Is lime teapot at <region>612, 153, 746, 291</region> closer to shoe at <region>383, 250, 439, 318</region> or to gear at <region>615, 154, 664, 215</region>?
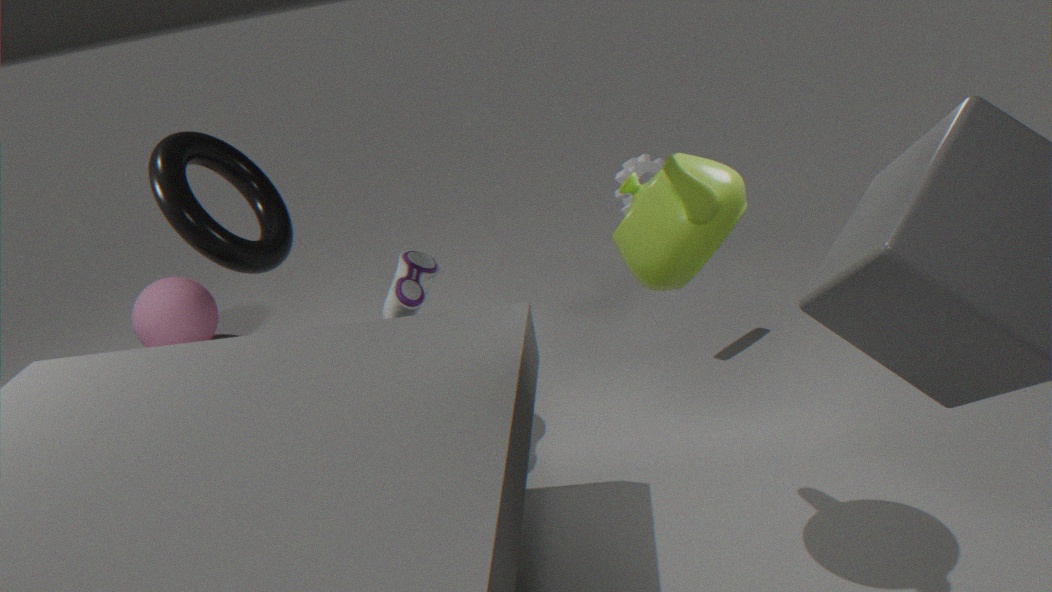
shoe at <region>383, 250, 439, 318</region>
